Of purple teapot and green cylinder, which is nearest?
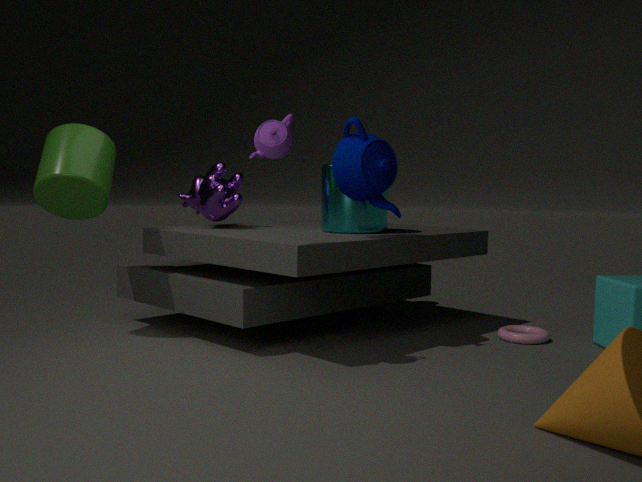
purple teapot
